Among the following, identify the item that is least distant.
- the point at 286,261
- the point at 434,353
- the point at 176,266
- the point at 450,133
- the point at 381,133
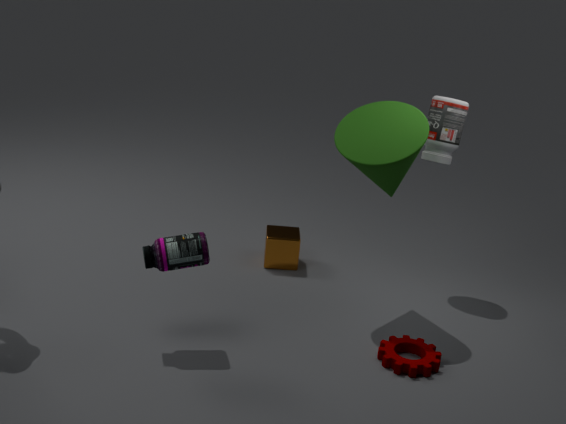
the point at 176,266
